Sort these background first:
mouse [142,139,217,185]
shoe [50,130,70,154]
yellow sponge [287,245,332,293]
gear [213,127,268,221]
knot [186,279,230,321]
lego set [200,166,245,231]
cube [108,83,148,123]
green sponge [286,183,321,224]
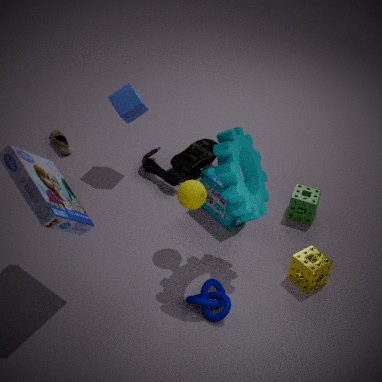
1. shoe [50,130,70,154]
2. mouse [142,139,217,185]
3. green sponge [286,183,321,224]
4. cube [108,83,148,123]
5. lego set [200,166,245,231]
6. yellow sponge [287,245,332,293]
7. knot [186,279,230,321]
8. gear [213,127,268,221]
